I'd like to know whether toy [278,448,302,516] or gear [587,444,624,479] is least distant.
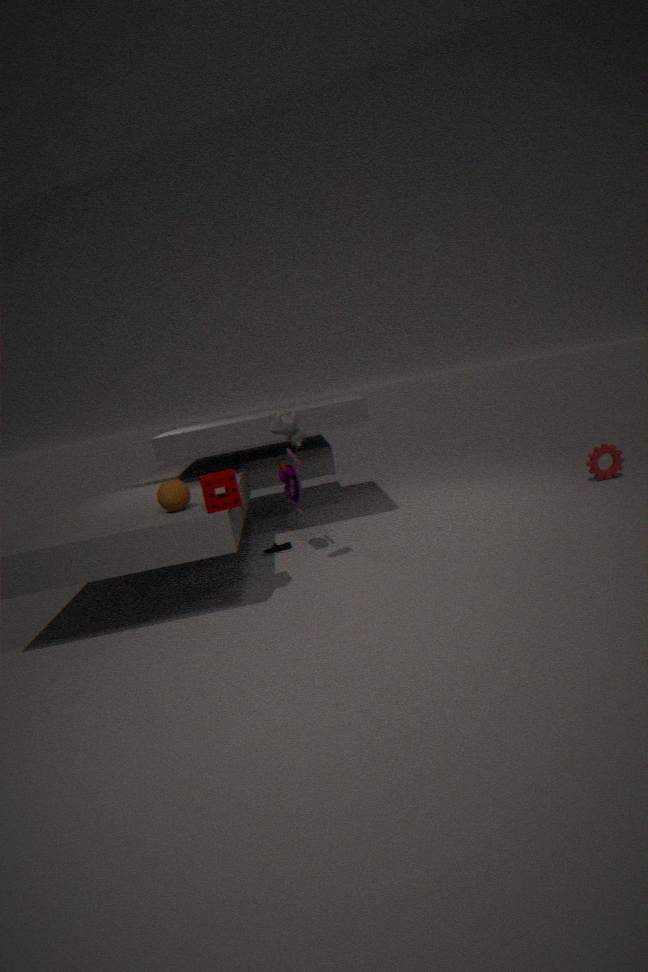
toy [278,448,302,516]
